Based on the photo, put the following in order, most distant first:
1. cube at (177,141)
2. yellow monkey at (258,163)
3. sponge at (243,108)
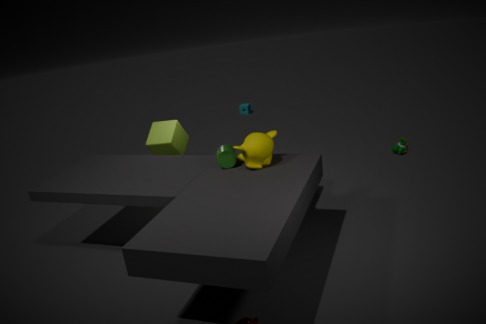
sponge at (243,108) < cube at (177,141) < yellow monkey at (258,163)
